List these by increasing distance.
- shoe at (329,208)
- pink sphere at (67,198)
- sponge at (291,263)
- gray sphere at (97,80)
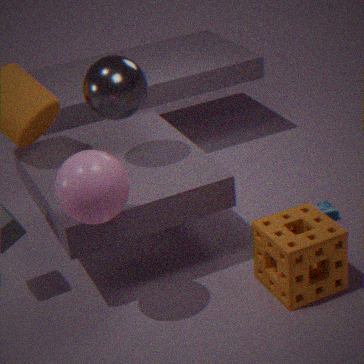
1. pink sphere at (67,198)
2. sponge at (291,263)
3. gray sphere at (97,80)
4. shoe at (329,208)
